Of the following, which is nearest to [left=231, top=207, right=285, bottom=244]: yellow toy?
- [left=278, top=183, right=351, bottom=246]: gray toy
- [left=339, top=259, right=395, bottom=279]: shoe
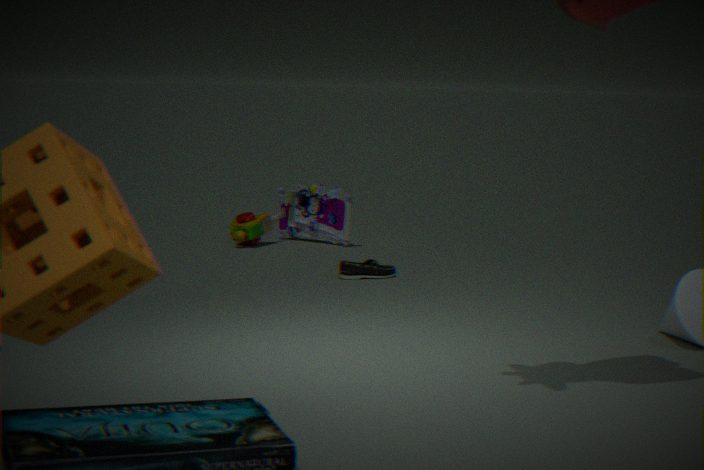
[left=278, top=183, right=351, bottom=246]: gray toy
